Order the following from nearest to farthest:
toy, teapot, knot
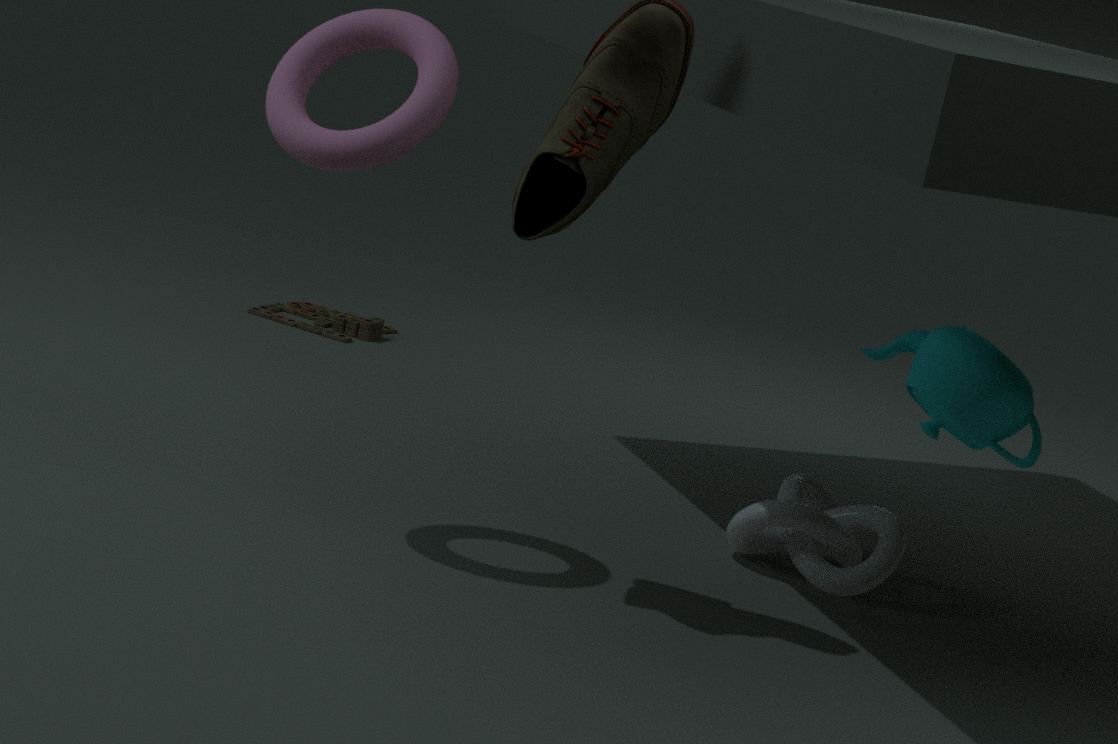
teapot
knot
toy
